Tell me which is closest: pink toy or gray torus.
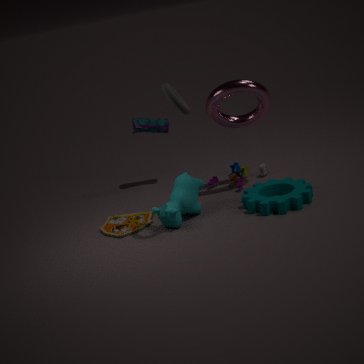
gray torus
